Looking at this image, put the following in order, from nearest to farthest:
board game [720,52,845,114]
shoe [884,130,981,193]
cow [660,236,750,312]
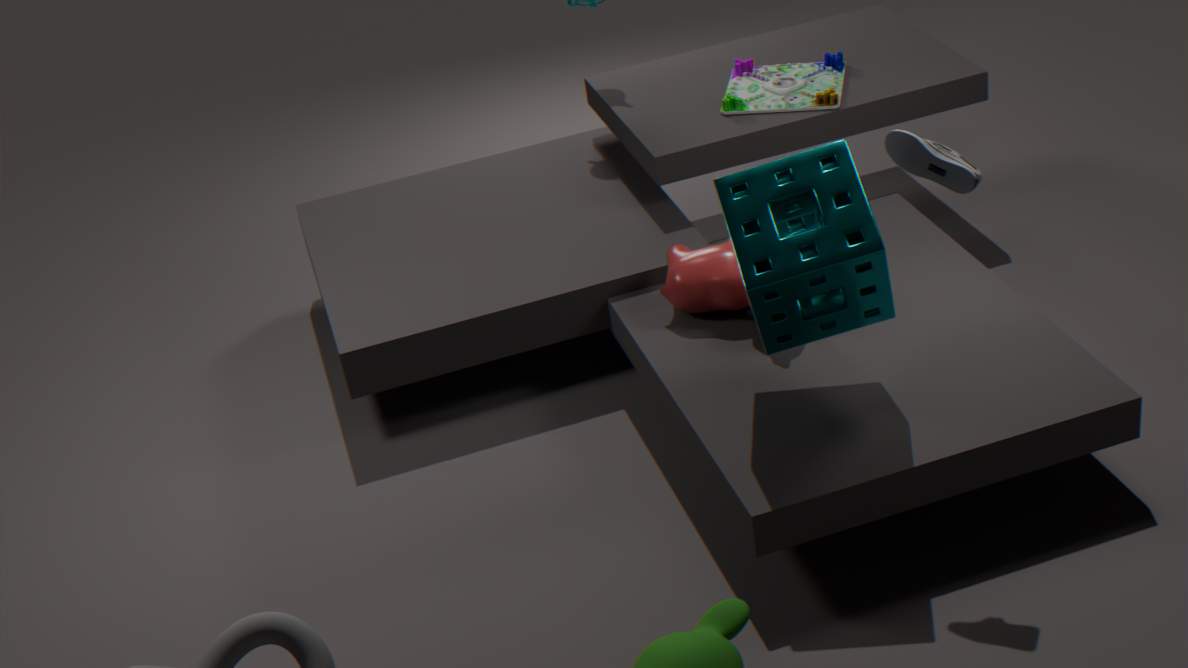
1. shoe [884,130,981,193]
2. cow [660,236,750,312]
3. board game [720,52,845,114]
